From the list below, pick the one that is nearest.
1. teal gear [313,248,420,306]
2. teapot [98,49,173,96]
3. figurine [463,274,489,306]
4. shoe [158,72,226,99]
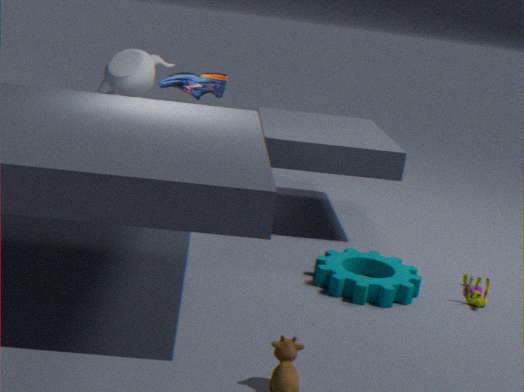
teal gear [313,248,420,306]
